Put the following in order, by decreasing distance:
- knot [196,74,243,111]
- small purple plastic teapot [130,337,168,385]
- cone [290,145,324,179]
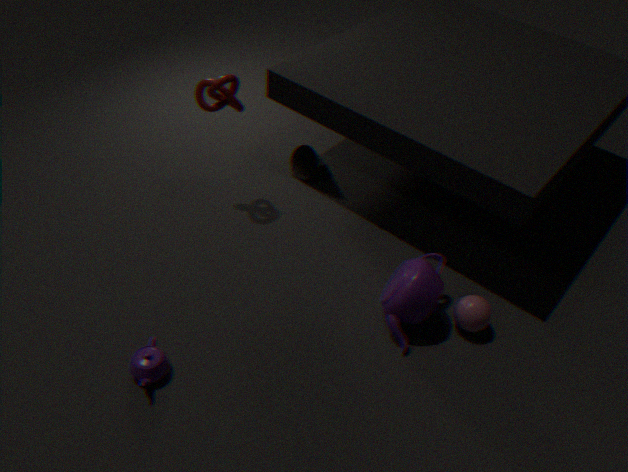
cone [290,145,324,179]
knot [196,74,243,111]
small purple plastic teapot [130,337,168,385]
